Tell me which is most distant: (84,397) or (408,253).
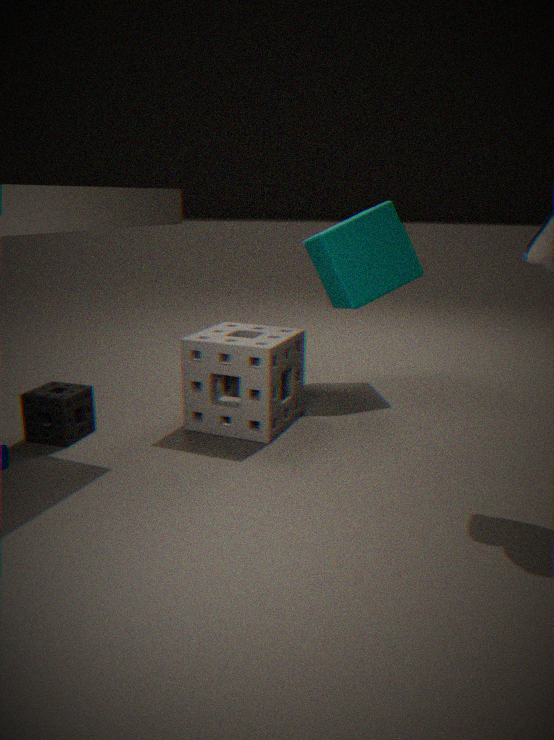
(408,253)
